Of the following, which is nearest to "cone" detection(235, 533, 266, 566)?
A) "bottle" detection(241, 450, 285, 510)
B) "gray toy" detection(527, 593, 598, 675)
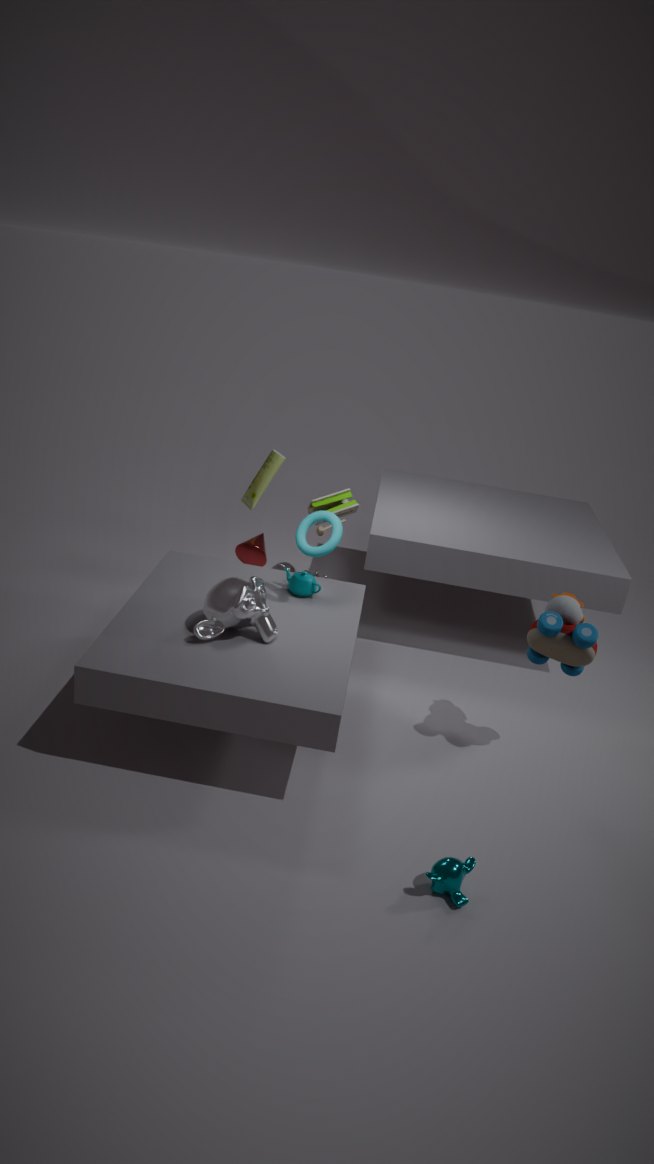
"bottle" detection(241, 450, 285, 510)
